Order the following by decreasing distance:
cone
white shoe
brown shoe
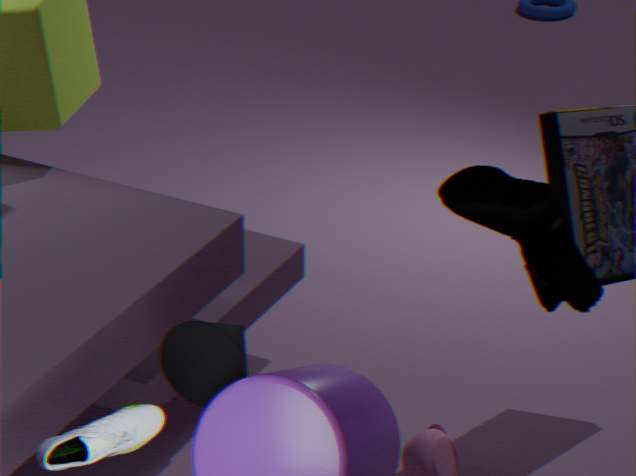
1. brown shoe
2. cone
3. white shoe
